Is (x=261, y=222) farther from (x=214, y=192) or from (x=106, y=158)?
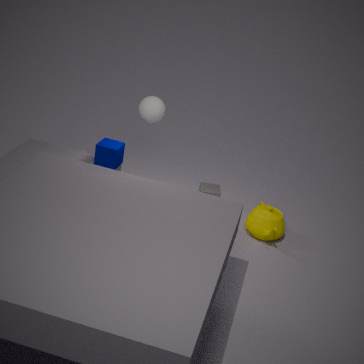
(x=106, y=158)
